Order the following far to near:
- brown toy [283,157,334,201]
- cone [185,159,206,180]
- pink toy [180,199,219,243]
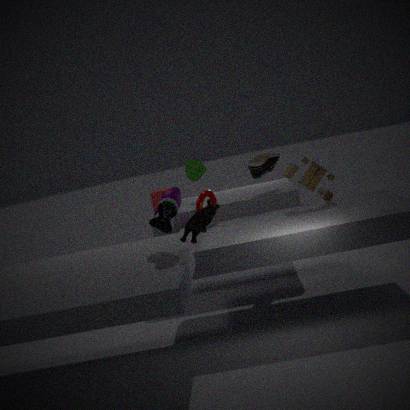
cone [185,159,206,180]
brown toy [283,157,334,201]
pink toy [180,199,219,243]
